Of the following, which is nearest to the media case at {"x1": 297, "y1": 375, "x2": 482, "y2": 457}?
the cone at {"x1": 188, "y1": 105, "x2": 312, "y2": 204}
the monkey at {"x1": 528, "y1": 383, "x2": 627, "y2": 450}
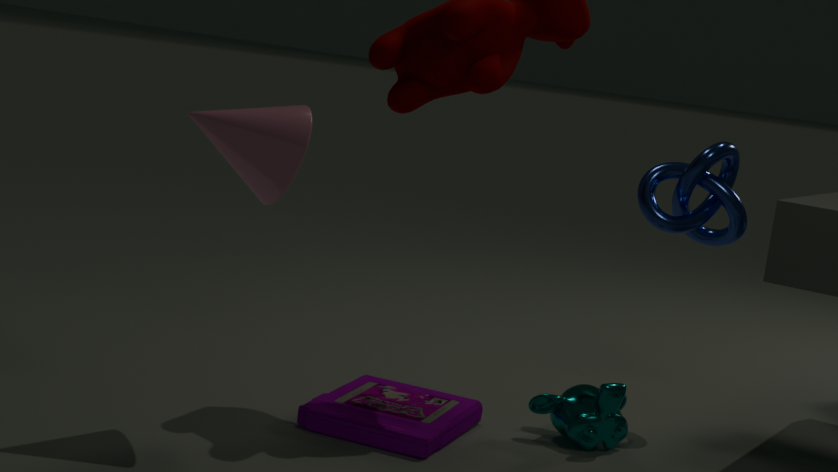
the monkey at {"x1": 528, "y1": 383, "x2": 627, "y2": 450}
